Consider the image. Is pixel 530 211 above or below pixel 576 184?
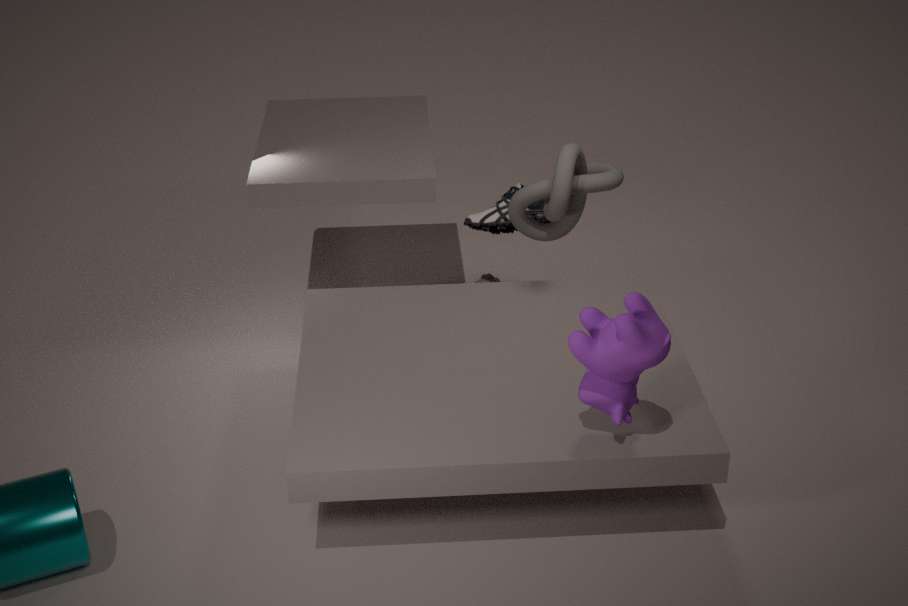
below
